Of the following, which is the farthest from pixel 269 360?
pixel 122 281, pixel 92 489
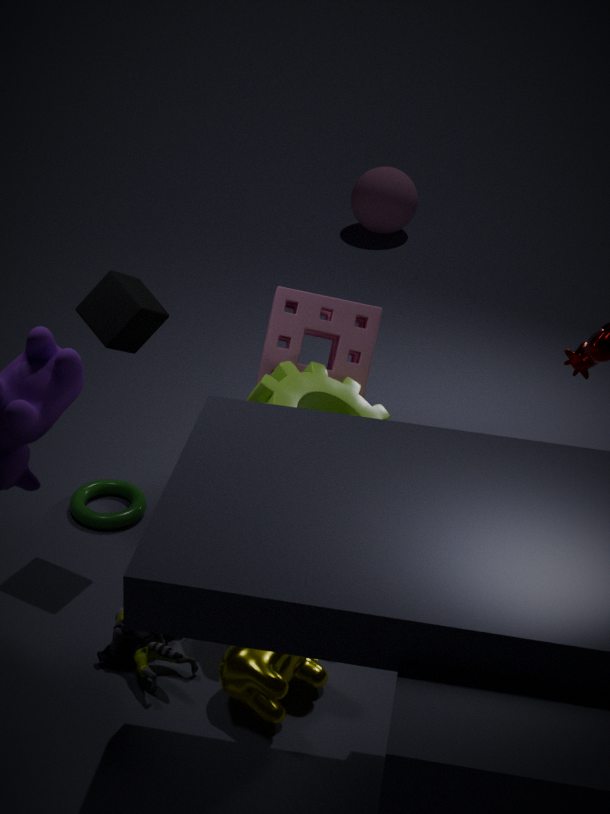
pixel 92 489
